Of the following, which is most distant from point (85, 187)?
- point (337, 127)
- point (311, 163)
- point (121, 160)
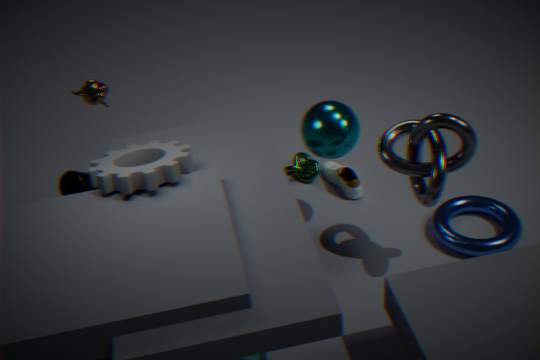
point (337, 127)
